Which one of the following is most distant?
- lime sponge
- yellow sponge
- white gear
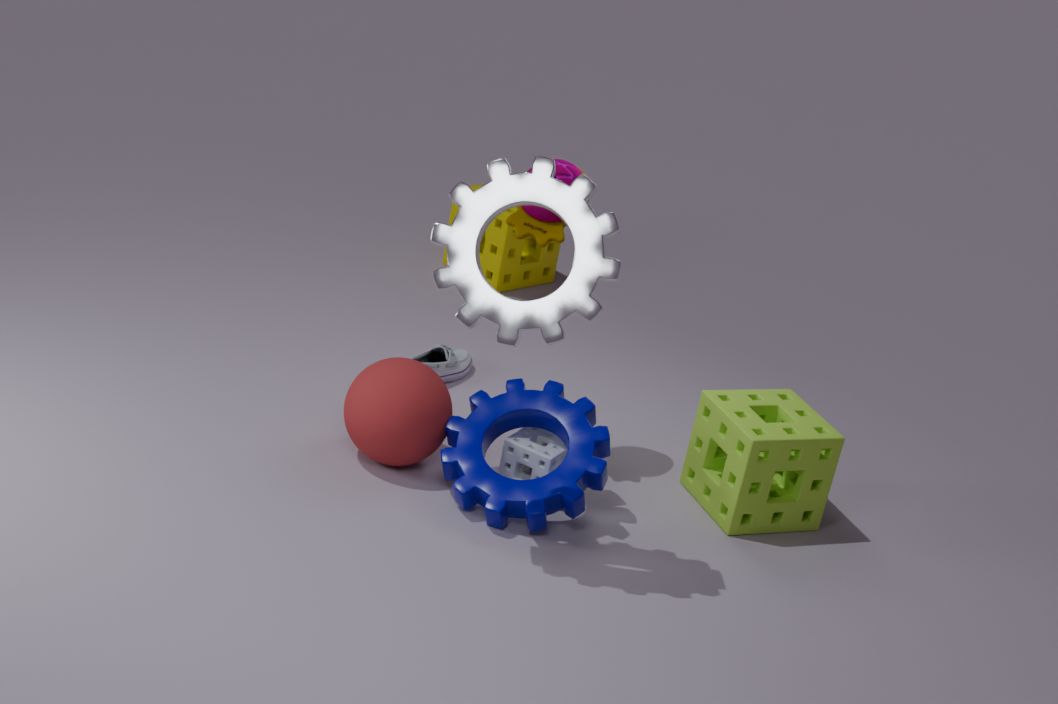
yellow sponge
